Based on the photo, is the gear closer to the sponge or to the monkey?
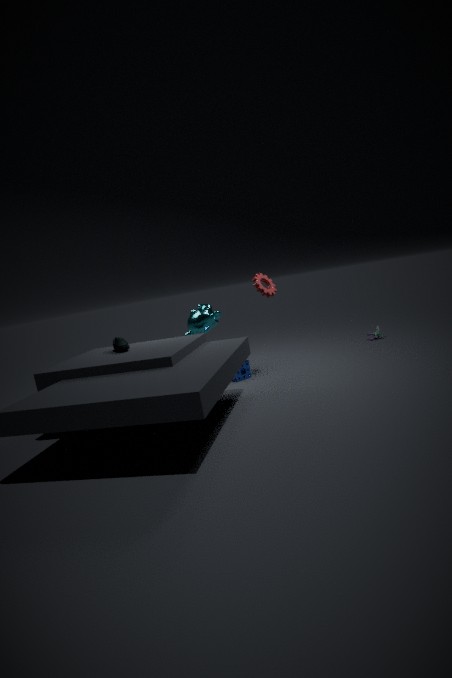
the monkey
